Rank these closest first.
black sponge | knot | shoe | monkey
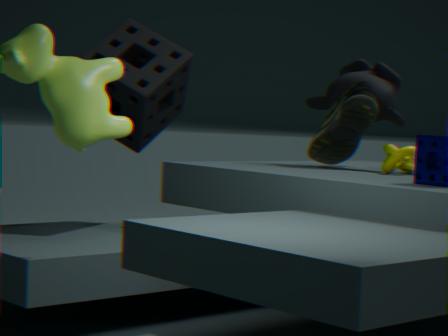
shoe, knot, black sponge, monkey
